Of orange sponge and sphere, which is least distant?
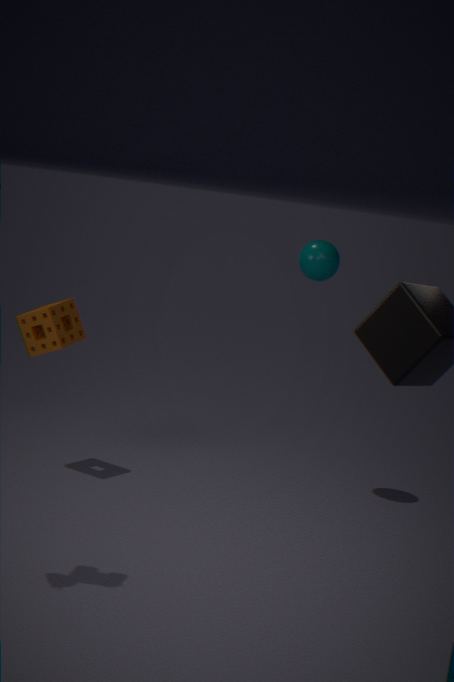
orange sponge
